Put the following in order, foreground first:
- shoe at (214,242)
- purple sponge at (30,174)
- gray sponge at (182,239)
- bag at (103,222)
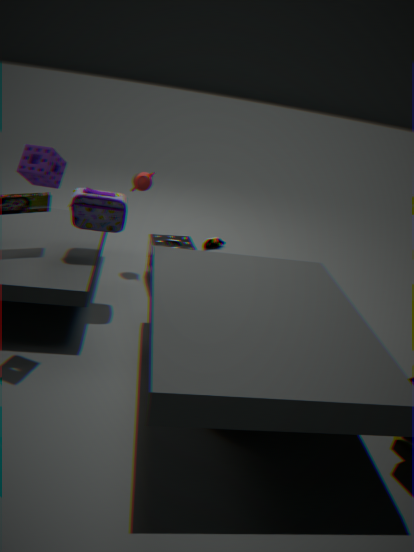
purple sponge at (30,174), bag at (103,222), gray sponge at (182,239), shoe at (214,242)
